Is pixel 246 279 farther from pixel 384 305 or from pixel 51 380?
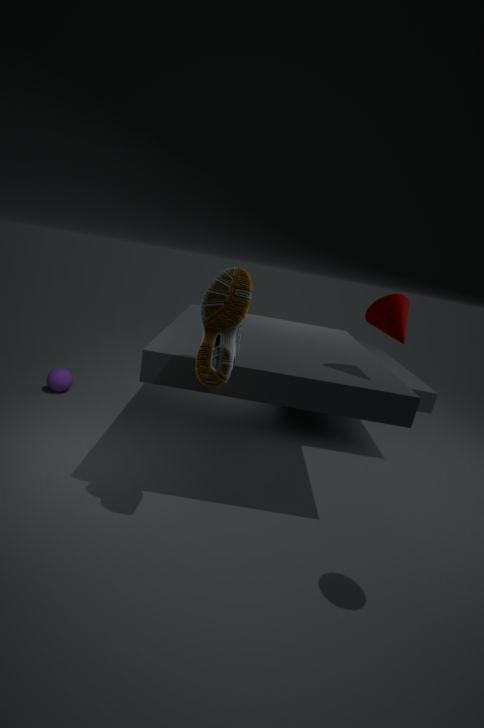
pixel 51 380
